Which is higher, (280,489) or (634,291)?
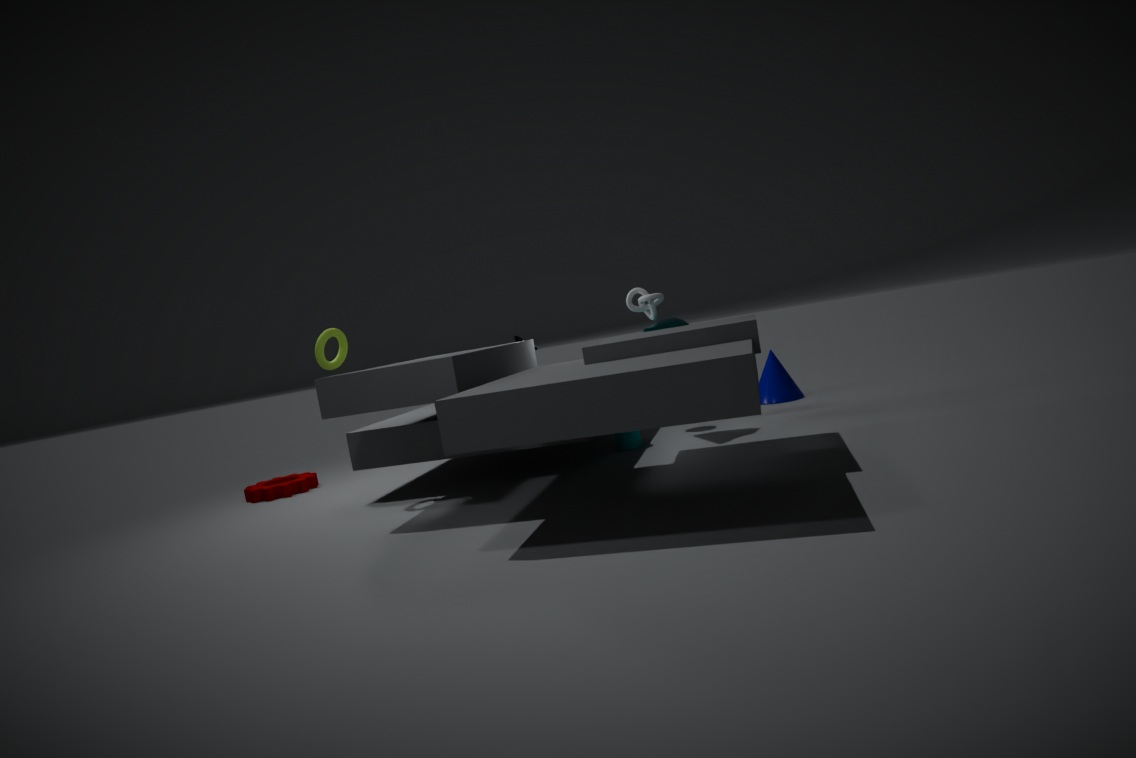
(634,291)
